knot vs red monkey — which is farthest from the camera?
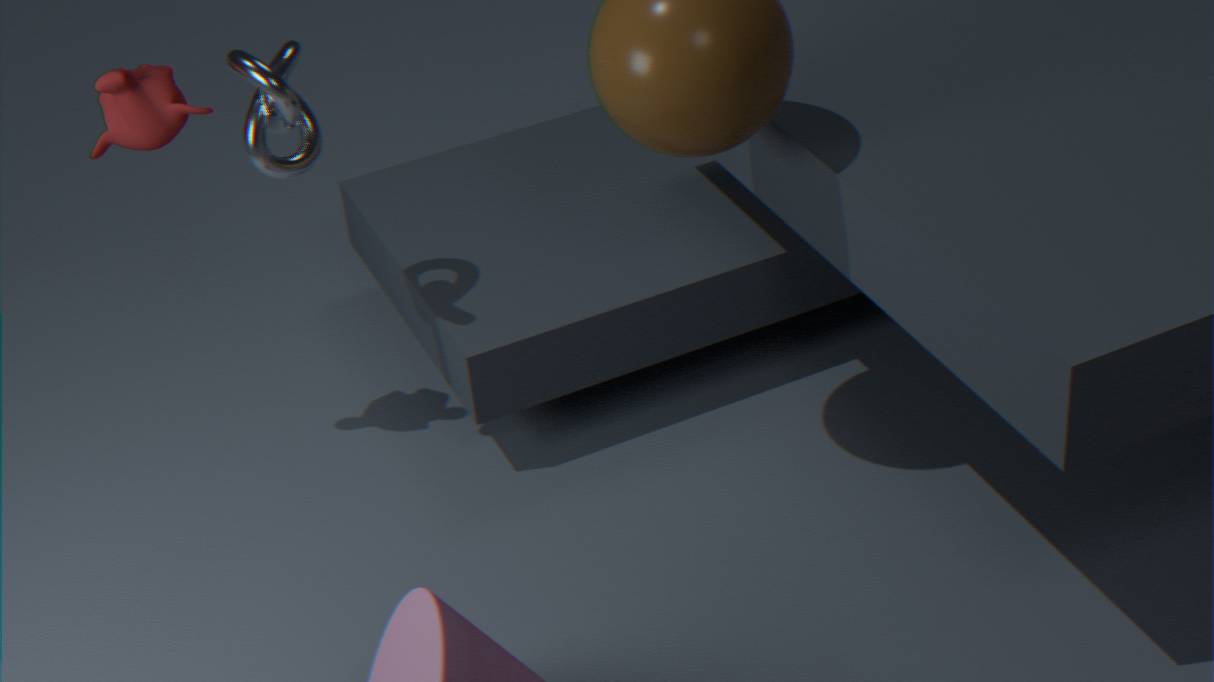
red monkey
